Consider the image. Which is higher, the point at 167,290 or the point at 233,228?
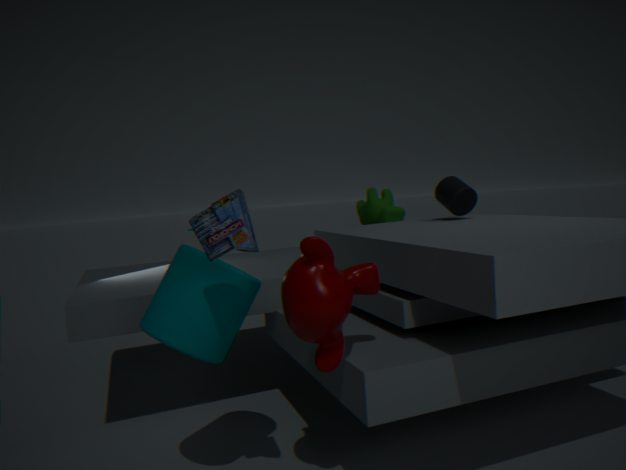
the point at 233,228
